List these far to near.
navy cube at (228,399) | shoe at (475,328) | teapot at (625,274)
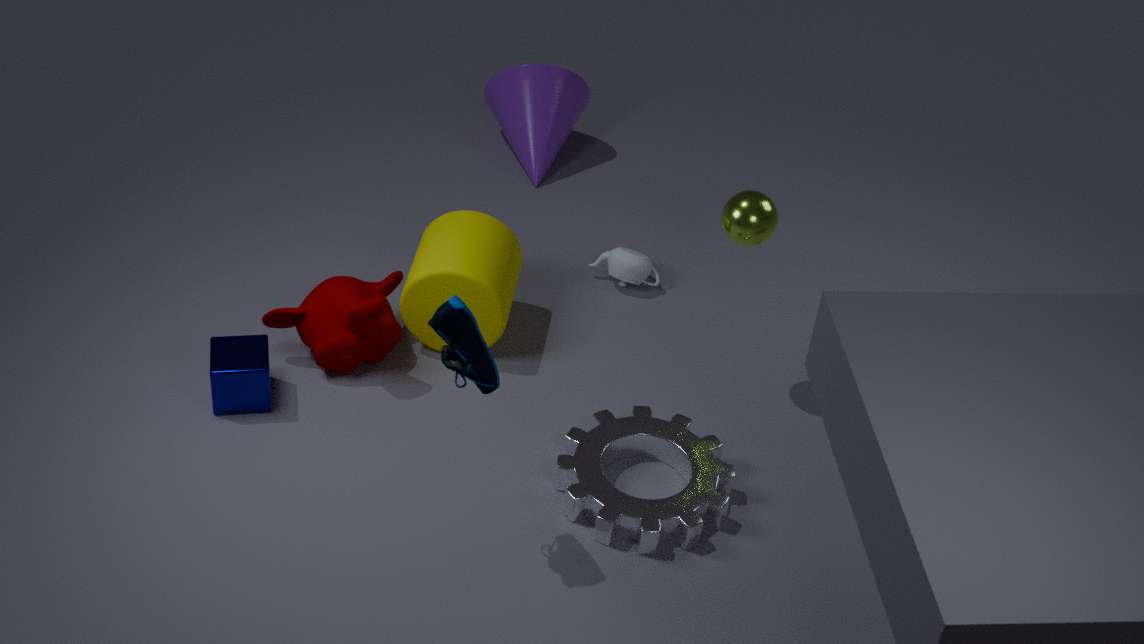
teapot at (625,274) → navy cube at (228,399) → shoe at (475,328)
